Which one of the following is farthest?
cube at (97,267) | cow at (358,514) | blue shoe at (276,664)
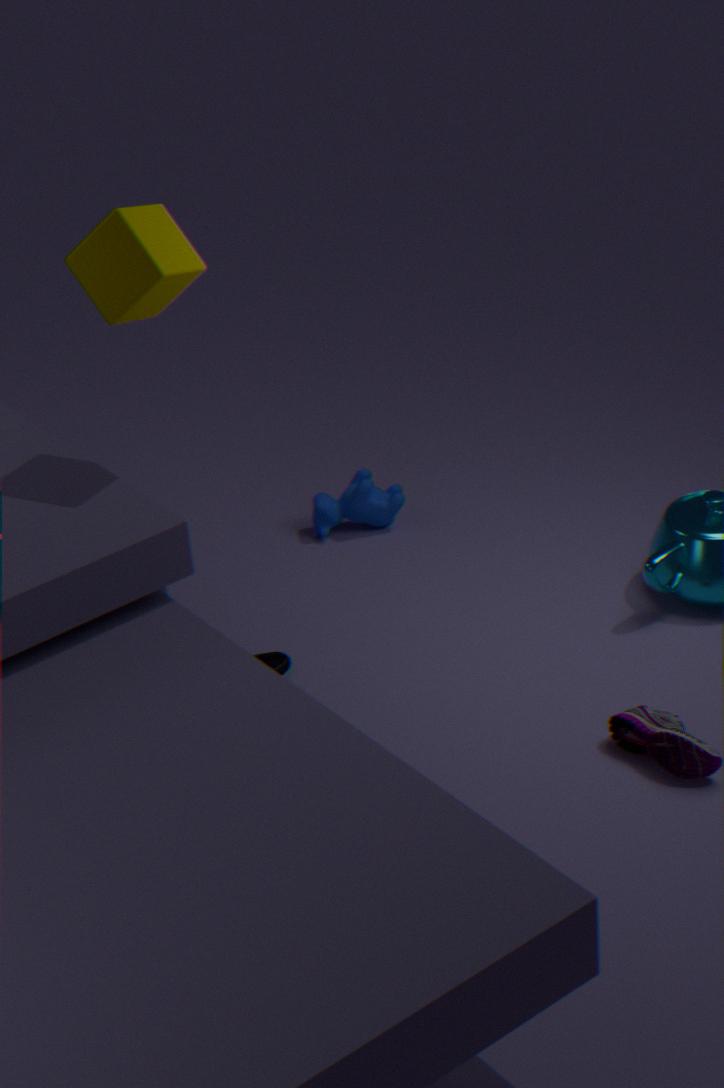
cow at (358,514)
